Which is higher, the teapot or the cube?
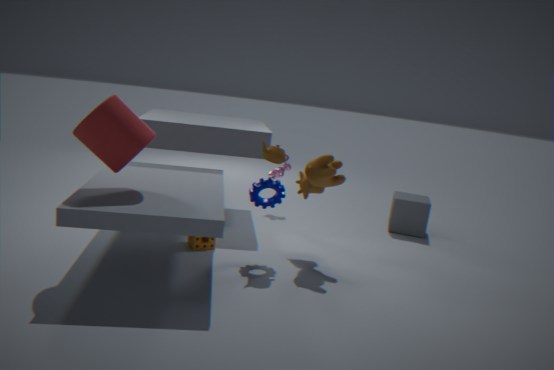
the teapot
